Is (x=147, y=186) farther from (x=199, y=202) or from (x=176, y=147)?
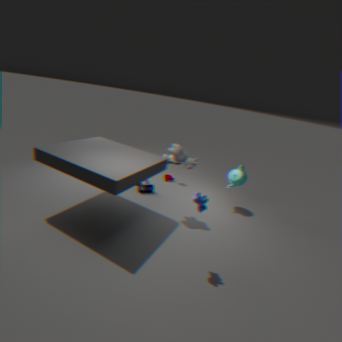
(x=199, y=202)
